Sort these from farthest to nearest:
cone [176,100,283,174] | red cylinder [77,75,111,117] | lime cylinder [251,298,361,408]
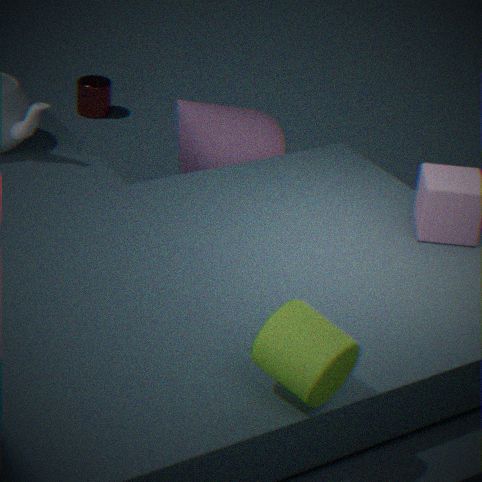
1. red cylinder [77,75,111,117]
2. cone [176,100,283,174]
3. lime cylinder [251,298,361,408]
